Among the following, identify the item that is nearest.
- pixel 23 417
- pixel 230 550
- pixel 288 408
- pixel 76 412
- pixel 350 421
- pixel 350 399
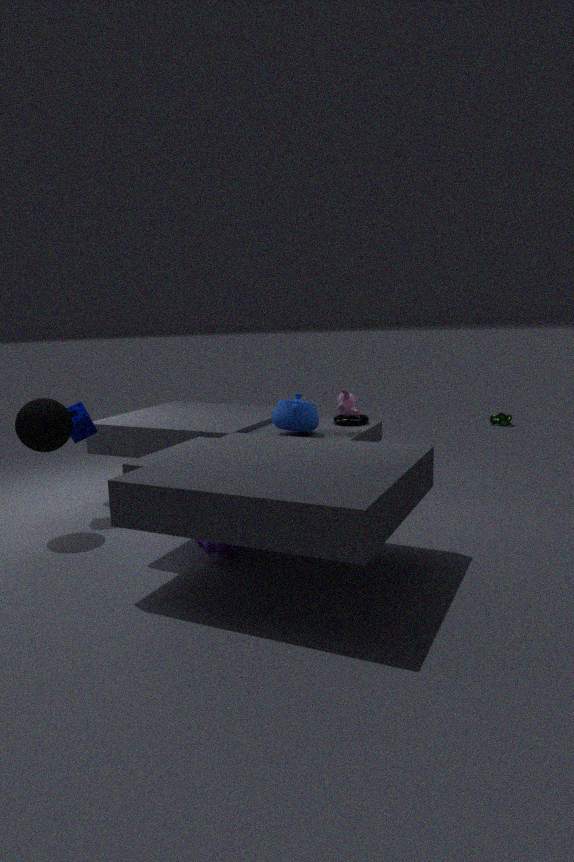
pixel 230 550
